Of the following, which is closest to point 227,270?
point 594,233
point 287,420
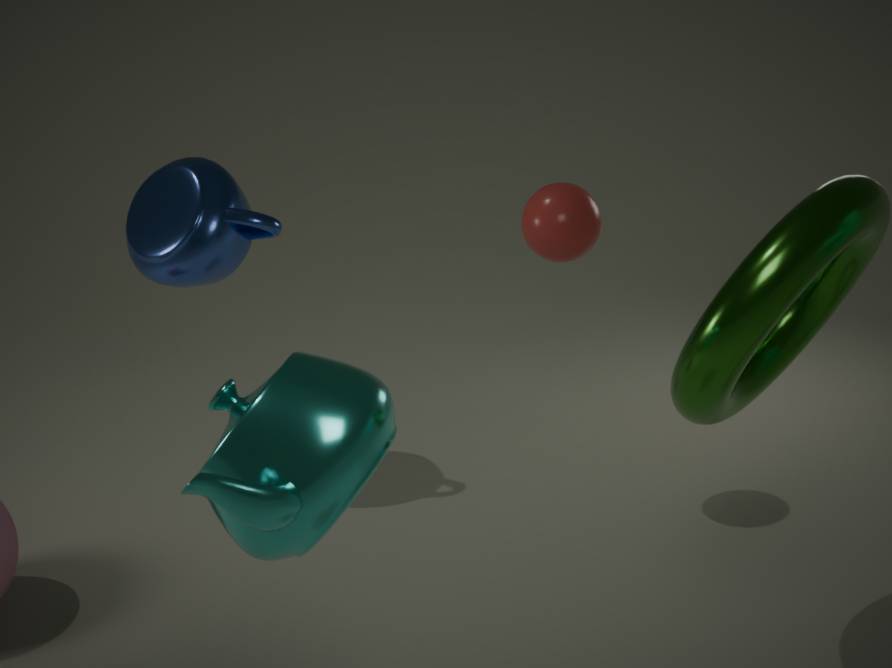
point 594,233
